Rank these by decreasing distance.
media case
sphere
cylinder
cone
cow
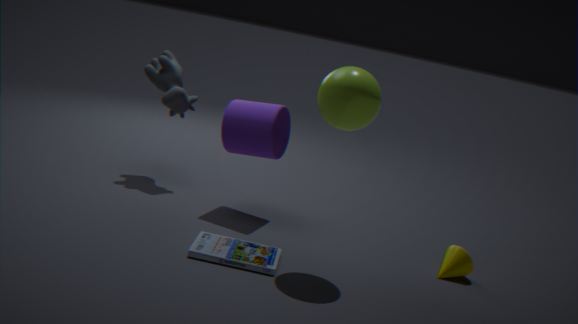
cow, cylinder, cone, media case, sphere
